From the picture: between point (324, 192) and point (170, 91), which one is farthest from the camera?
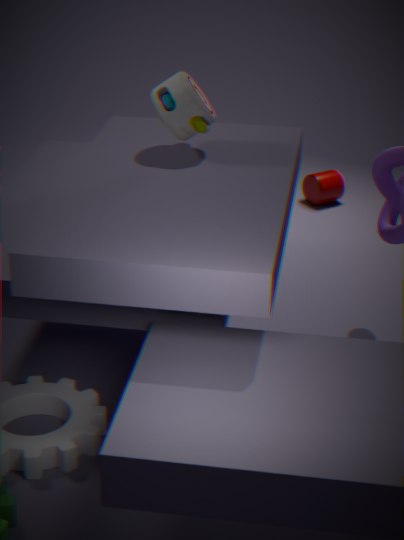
point (324, 192)
